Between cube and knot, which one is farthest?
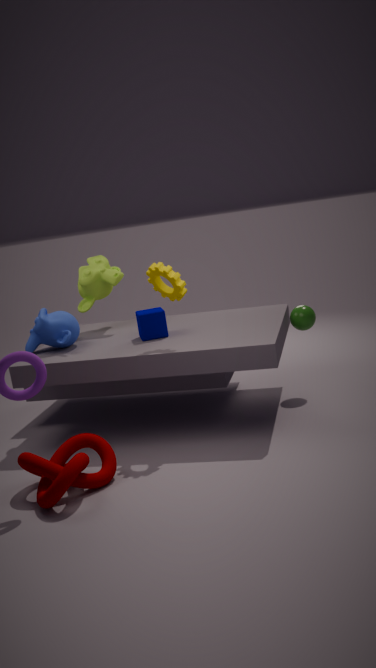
cube
